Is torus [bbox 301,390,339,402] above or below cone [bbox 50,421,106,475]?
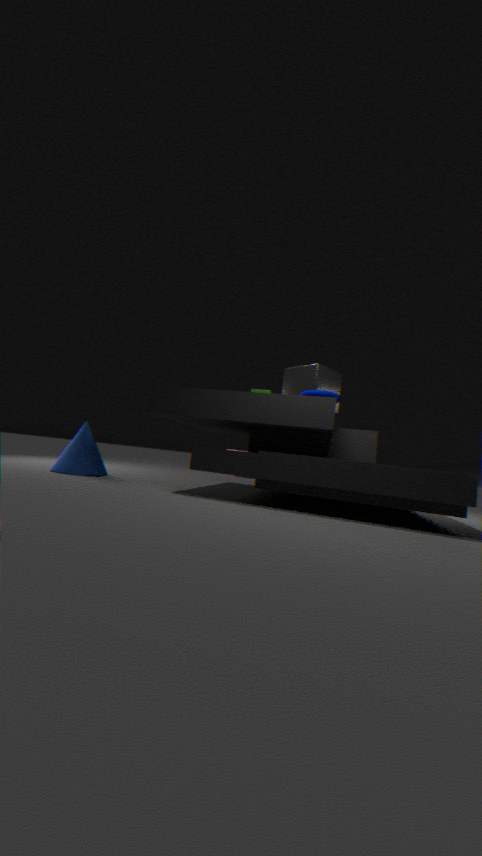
above
